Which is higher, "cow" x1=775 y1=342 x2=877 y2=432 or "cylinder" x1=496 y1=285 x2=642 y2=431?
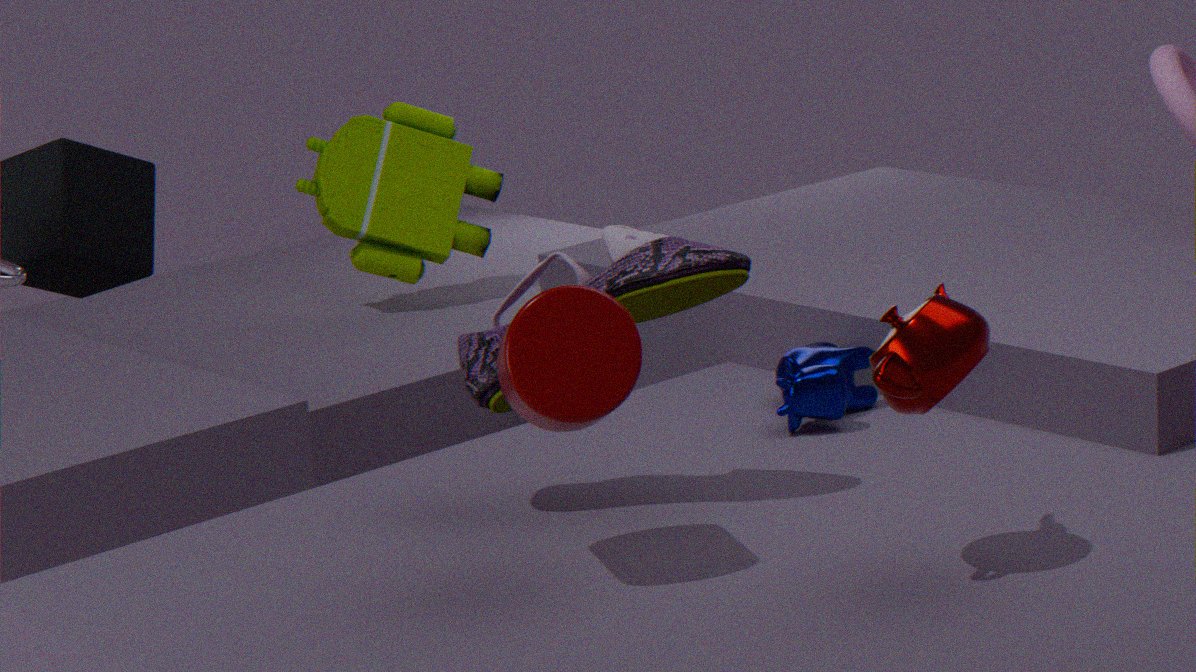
"cylinder" x1=496 y1=285 x2=642 y2=431
